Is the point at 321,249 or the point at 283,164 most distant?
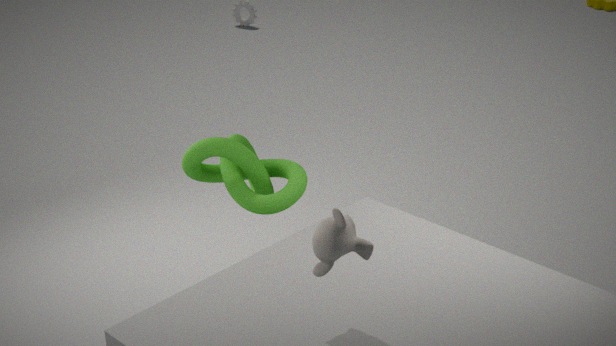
the point at 283,164
